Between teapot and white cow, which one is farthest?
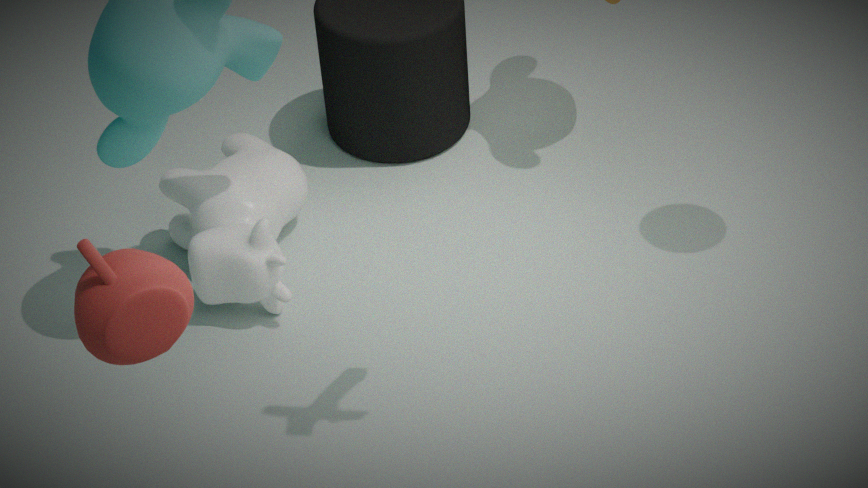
white cow
